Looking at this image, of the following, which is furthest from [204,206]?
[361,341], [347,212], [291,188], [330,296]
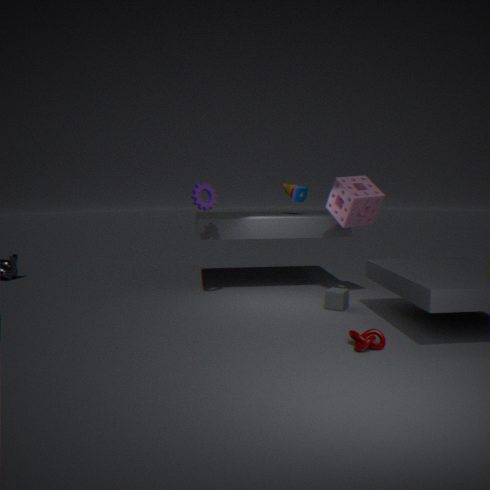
[361,341]
